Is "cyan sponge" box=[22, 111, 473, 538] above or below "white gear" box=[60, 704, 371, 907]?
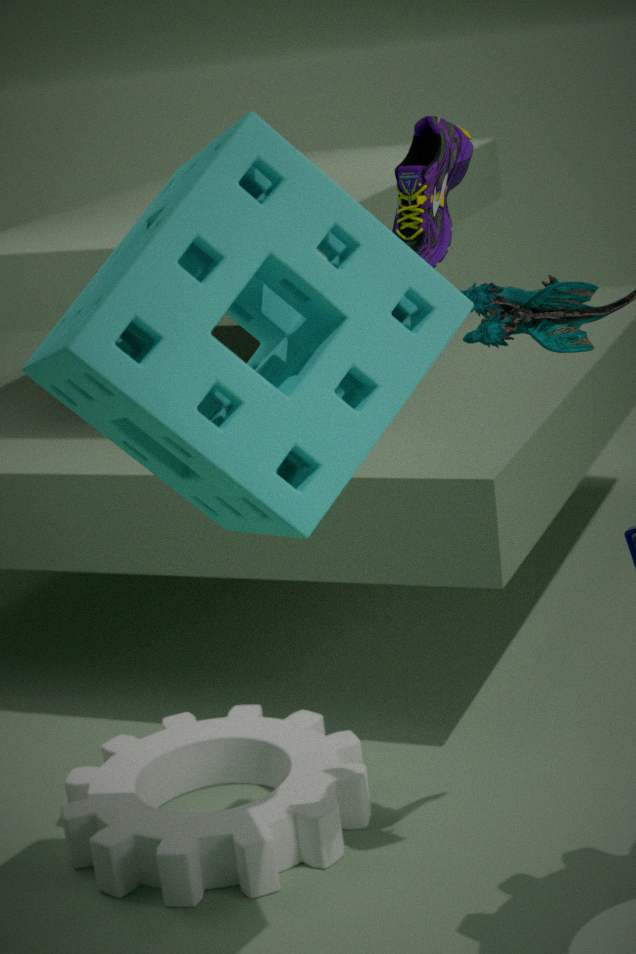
above
